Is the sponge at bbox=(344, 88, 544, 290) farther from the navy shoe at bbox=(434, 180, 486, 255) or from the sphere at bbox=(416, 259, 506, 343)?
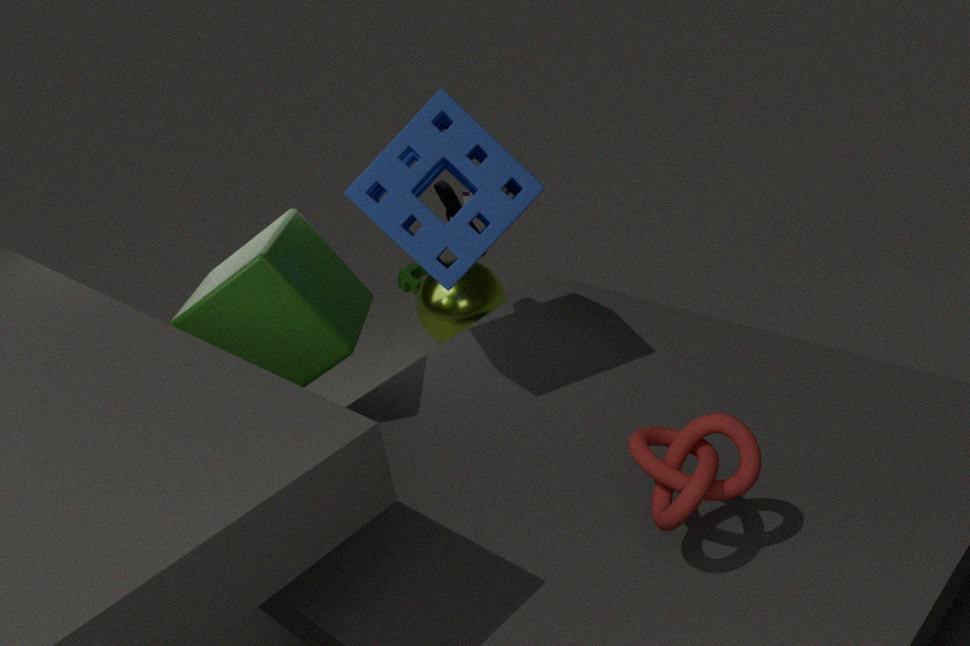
the sphere at bbox=(416, 259, 506, 343)
